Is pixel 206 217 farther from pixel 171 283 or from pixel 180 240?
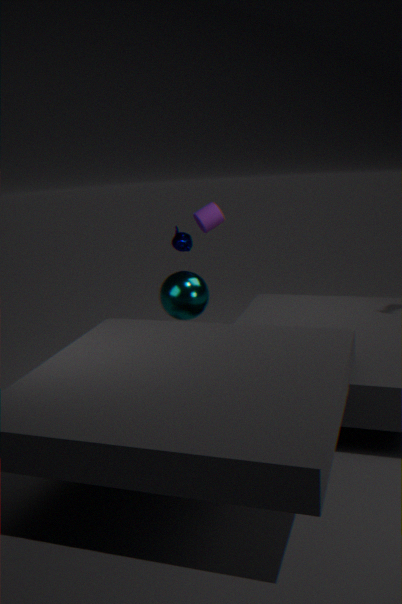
pixel 171 283
